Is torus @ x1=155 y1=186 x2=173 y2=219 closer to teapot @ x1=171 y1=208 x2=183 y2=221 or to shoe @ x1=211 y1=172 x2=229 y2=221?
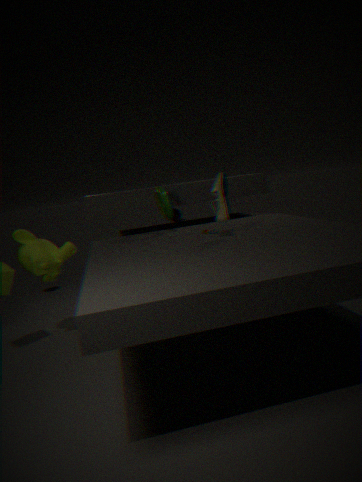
shoe @ x1=211 y1=172 x2=229 y2=221
